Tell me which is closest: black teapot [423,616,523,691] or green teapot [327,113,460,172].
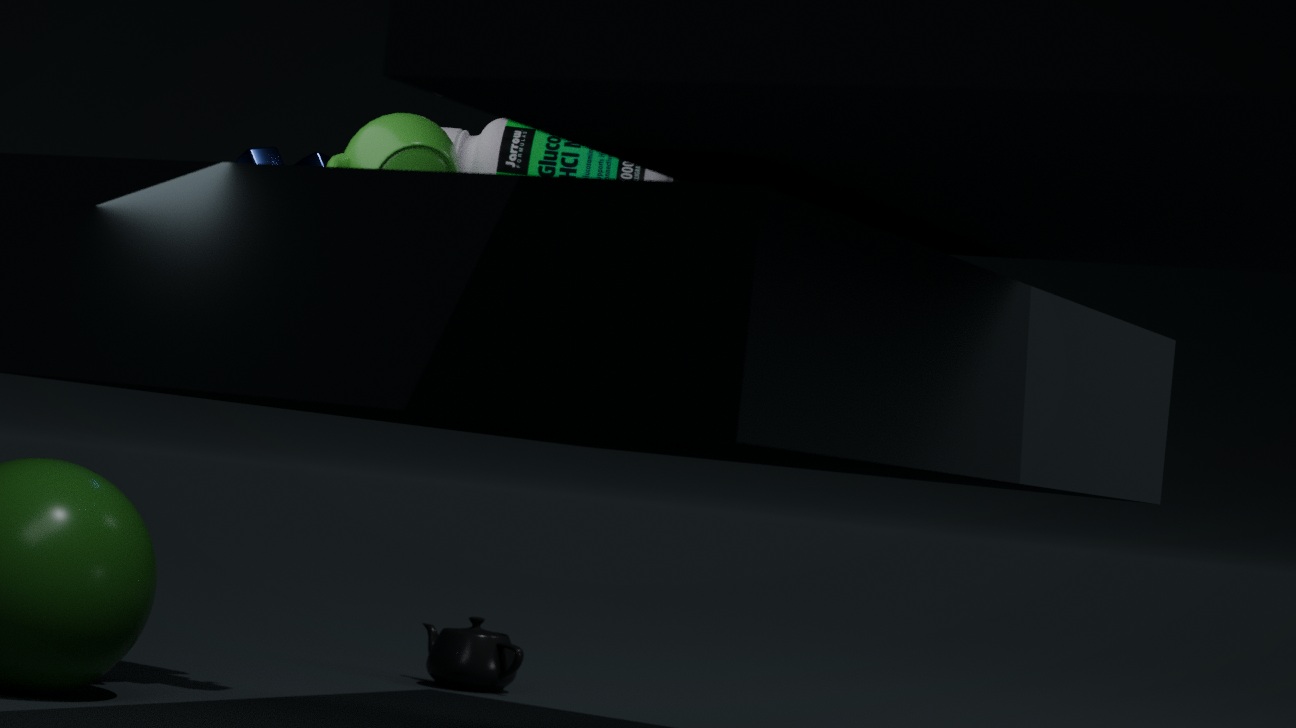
green teapot [327,113,460,172]
